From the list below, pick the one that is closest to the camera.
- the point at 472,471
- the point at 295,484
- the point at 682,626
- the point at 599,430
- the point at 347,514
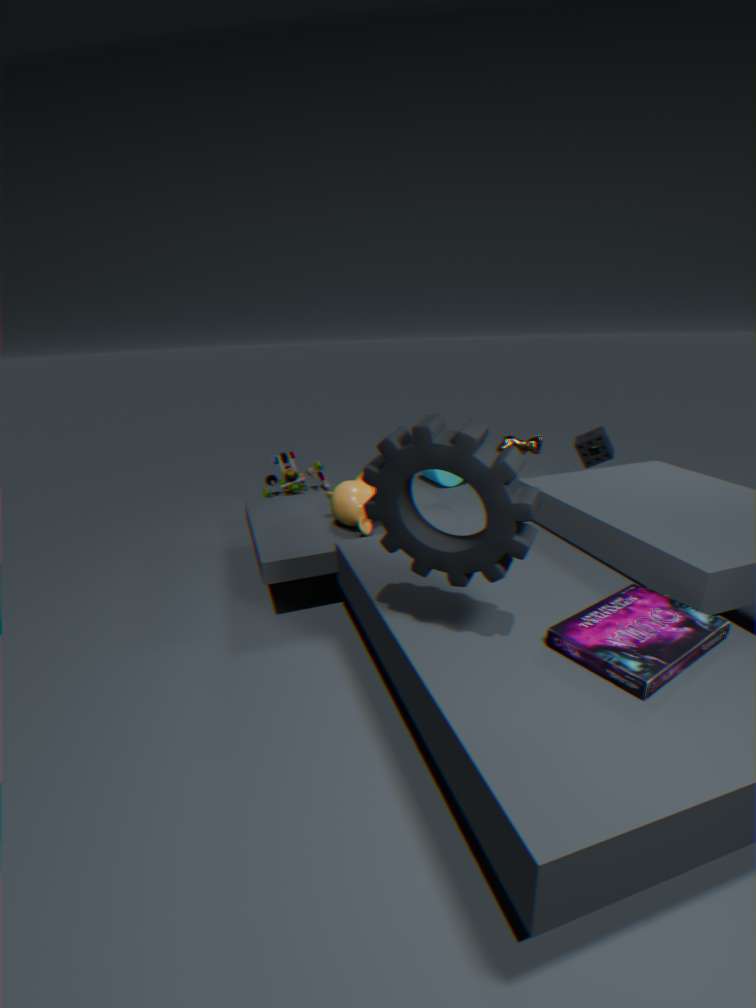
the point at 472,471
